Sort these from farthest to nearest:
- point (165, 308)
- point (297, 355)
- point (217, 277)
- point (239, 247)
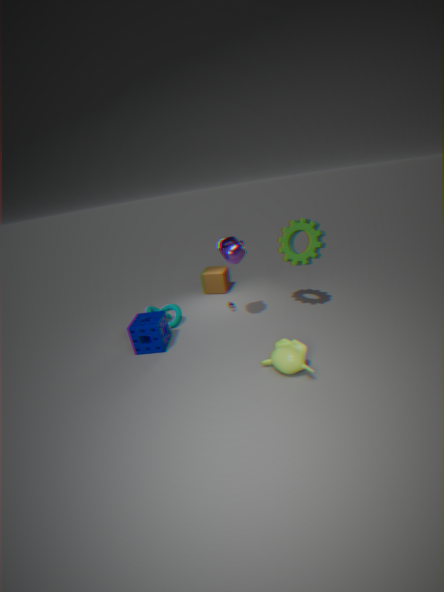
point (217, 277)
point (165, 308)
point (239, 247)
point (297, 355)
